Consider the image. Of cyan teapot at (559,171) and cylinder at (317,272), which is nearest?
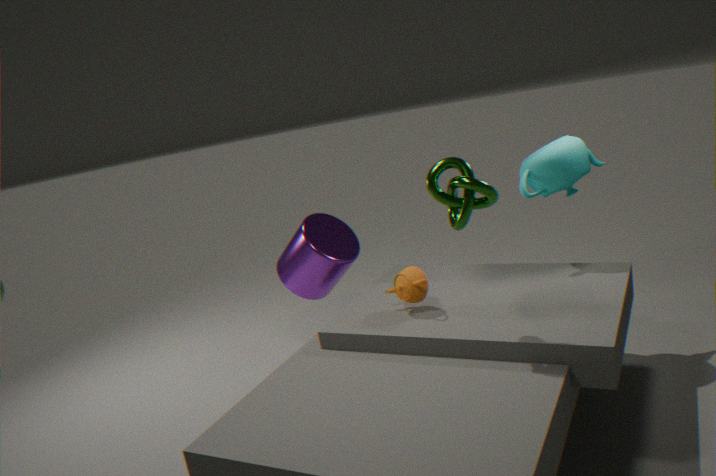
cyan teapot at (559,171)
